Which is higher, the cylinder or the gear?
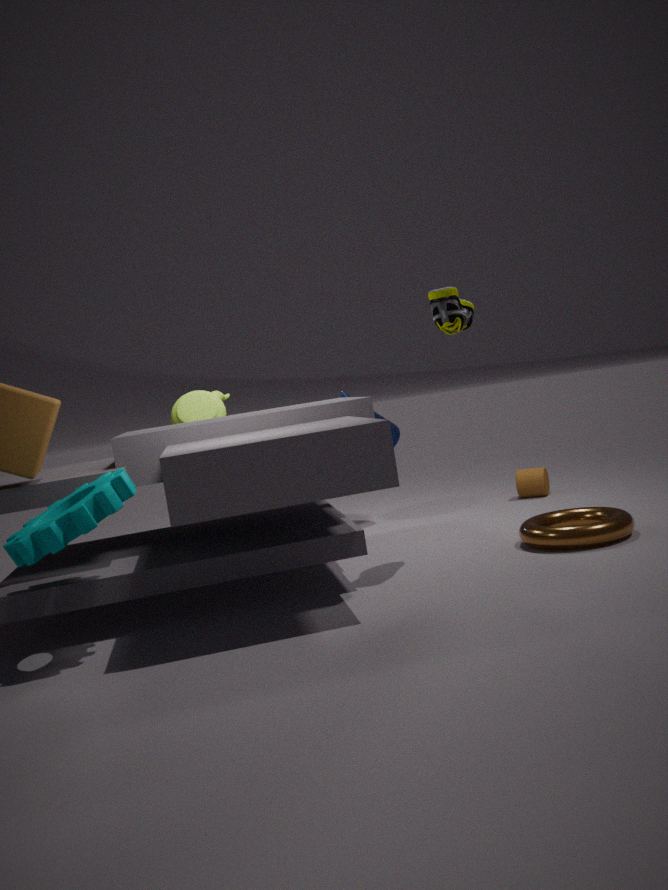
the gear
